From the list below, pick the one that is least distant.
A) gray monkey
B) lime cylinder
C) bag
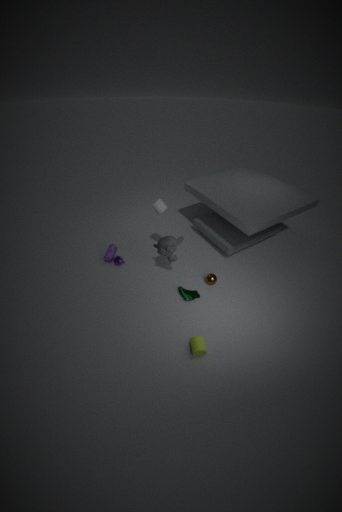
lime cylinder
